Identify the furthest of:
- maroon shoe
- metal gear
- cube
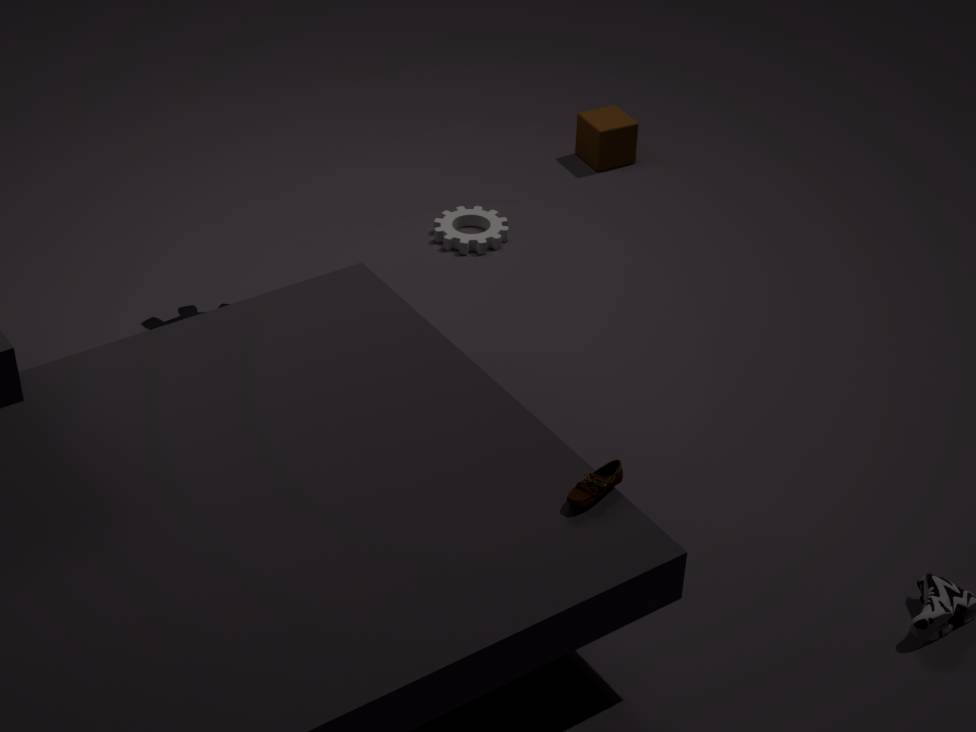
cube
